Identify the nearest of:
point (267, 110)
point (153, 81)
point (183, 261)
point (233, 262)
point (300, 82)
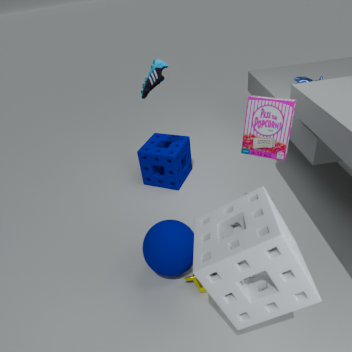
point (233, 262)
